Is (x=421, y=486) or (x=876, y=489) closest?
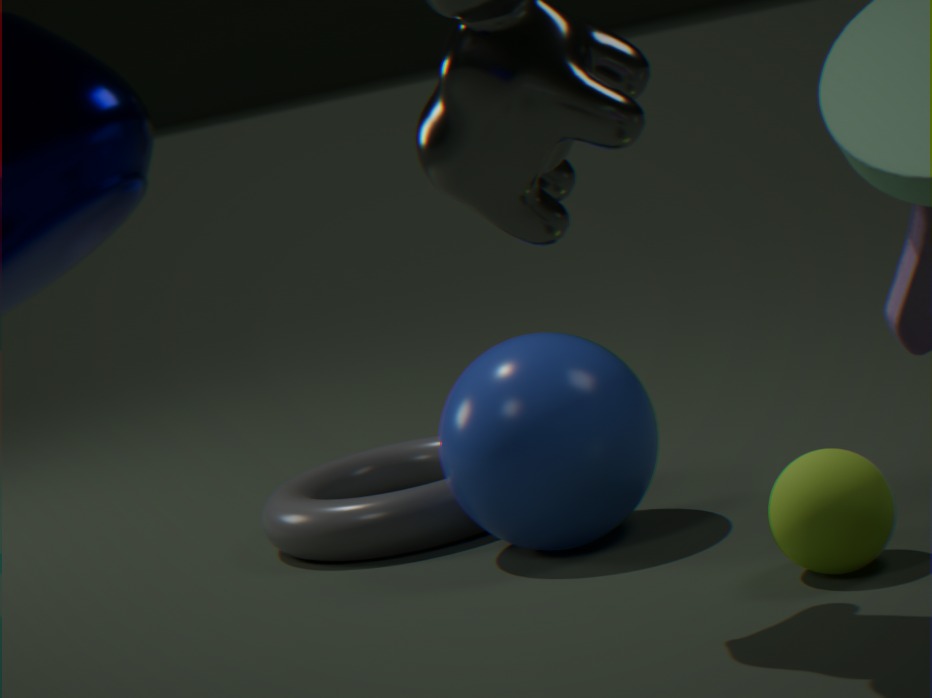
(x=876, y=489)
